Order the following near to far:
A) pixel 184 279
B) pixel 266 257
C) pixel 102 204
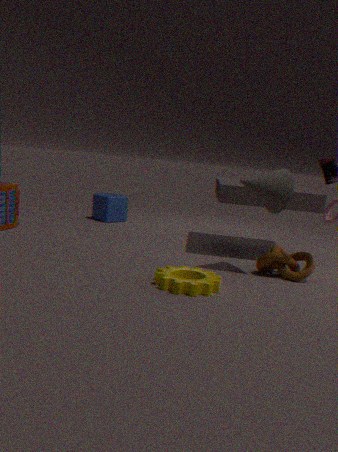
pixel 184 279 < pixel 266 257 < pixel 102 204
